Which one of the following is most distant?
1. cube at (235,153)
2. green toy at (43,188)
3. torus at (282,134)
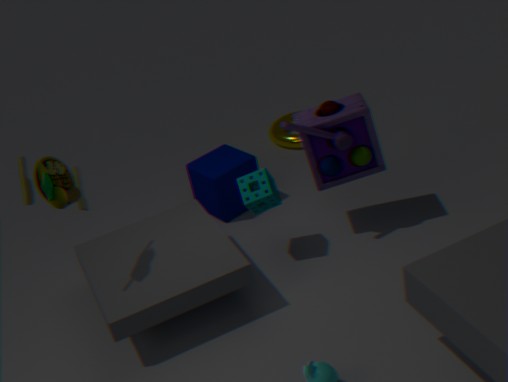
torus at (282,134)
